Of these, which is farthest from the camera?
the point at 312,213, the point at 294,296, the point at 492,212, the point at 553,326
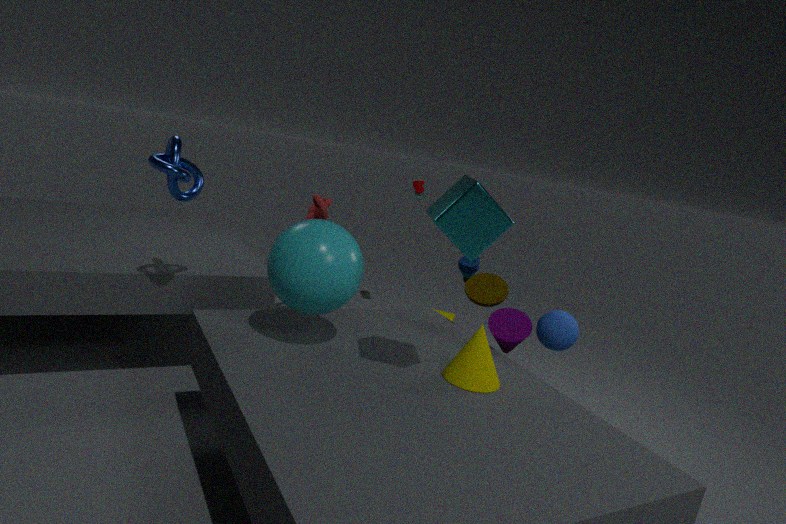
the point at 312,213
